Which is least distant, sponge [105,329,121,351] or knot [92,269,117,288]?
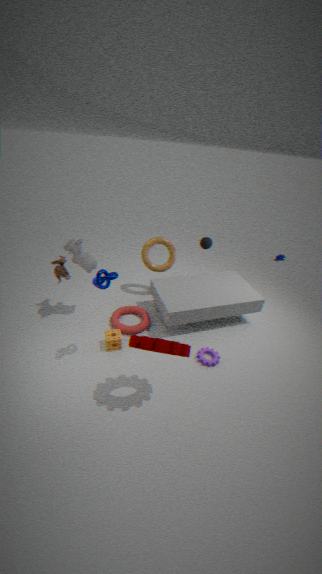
knot [92,269,117,288]
